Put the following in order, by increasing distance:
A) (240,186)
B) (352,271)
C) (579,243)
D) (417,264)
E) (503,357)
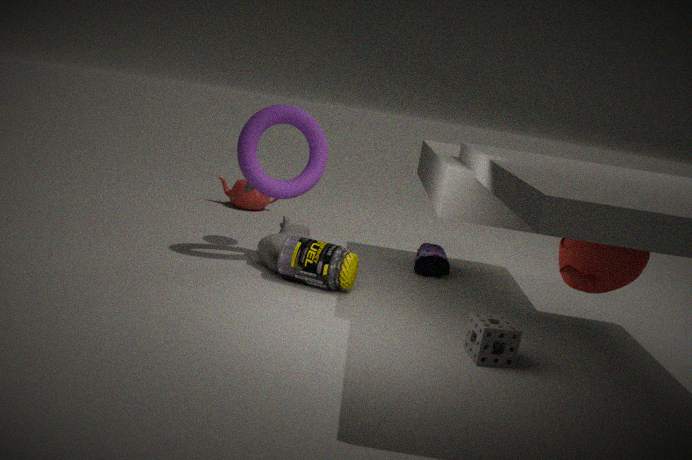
(579,243)
(503,357)
(352,271)
(417,264)
(240,186)
